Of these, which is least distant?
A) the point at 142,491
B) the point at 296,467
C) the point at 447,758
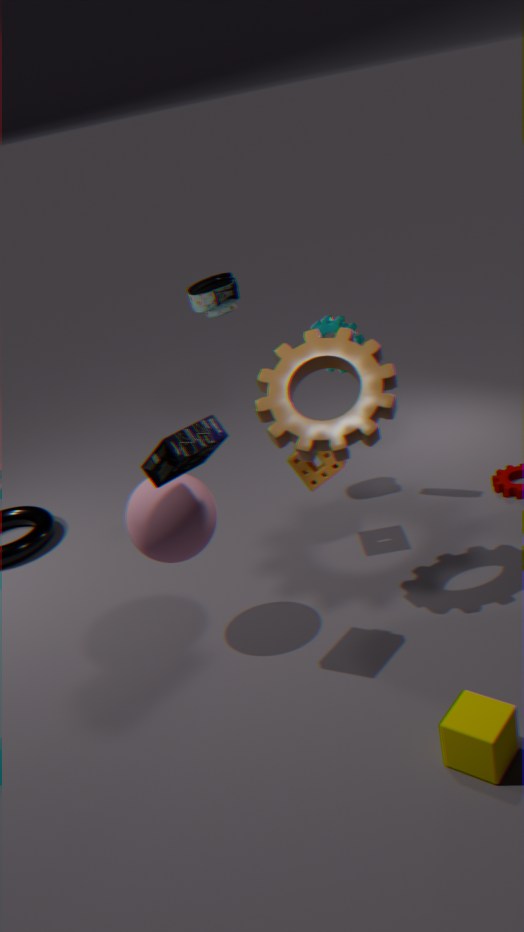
the point at 447,758
